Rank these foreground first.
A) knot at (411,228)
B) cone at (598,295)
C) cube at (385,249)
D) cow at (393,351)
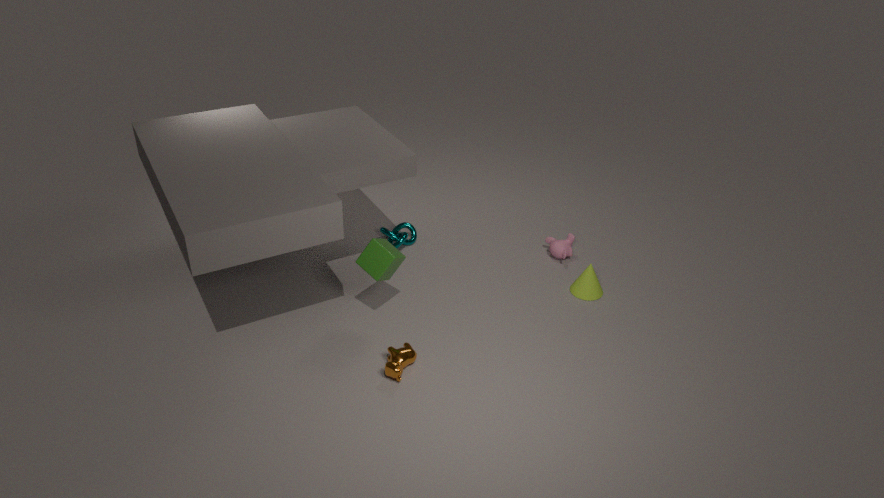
cow at (393,351) < cube at (385,249) < cone at (598,295) < knot at (411,228)
